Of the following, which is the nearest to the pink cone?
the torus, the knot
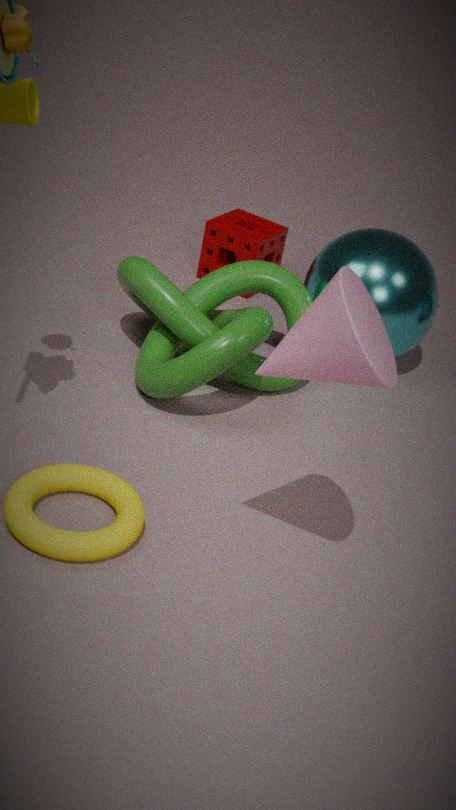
the torus
